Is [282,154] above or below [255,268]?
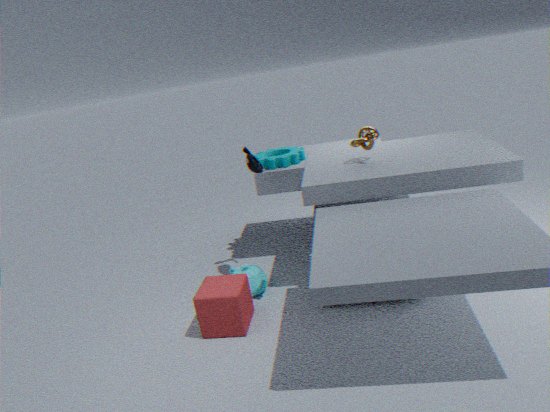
above
